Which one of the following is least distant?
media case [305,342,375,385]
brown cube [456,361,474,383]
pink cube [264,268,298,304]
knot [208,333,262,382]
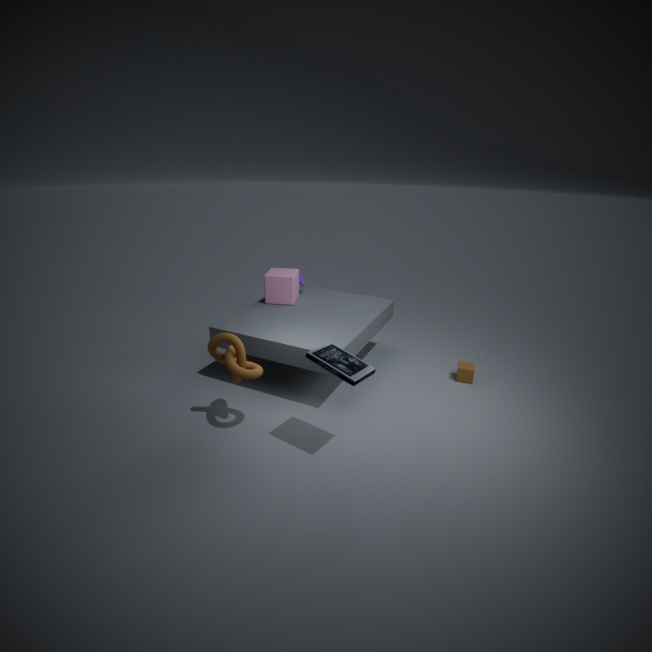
media case [305,342,375,385]
